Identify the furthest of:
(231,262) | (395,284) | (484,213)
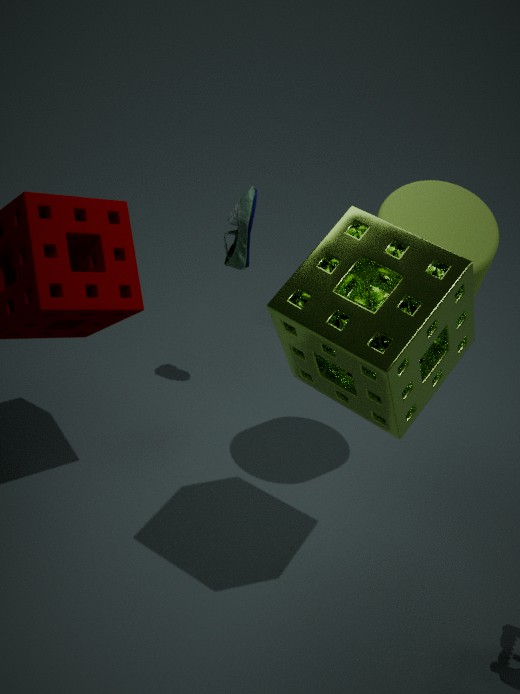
(231,262)
